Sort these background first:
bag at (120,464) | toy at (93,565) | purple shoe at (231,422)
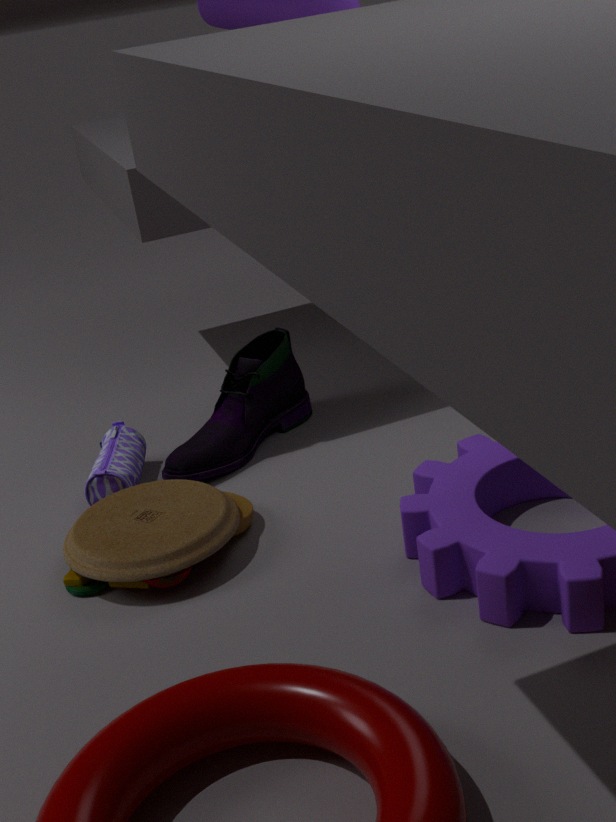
purple shoe at (231,422), bag at (120,464), toy at (93,565)
